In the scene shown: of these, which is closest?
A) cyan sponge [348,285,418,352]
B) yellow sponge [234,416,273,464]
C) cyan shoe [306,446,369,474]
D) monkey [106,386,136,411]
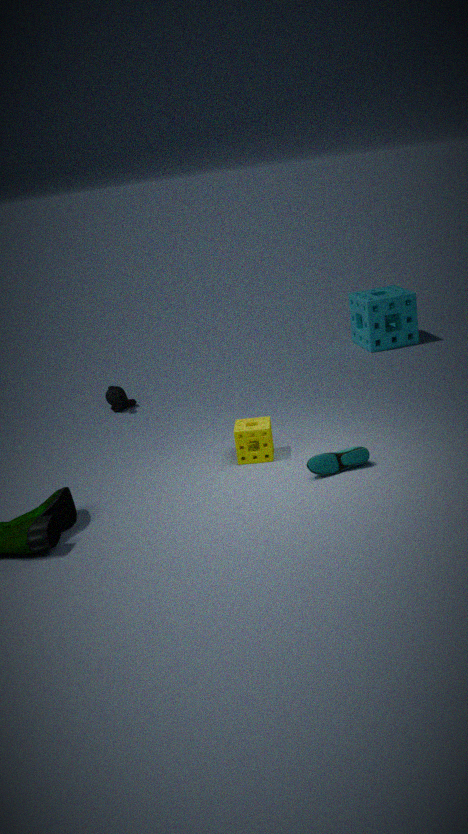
cyan shoe [306,446,369,474]
